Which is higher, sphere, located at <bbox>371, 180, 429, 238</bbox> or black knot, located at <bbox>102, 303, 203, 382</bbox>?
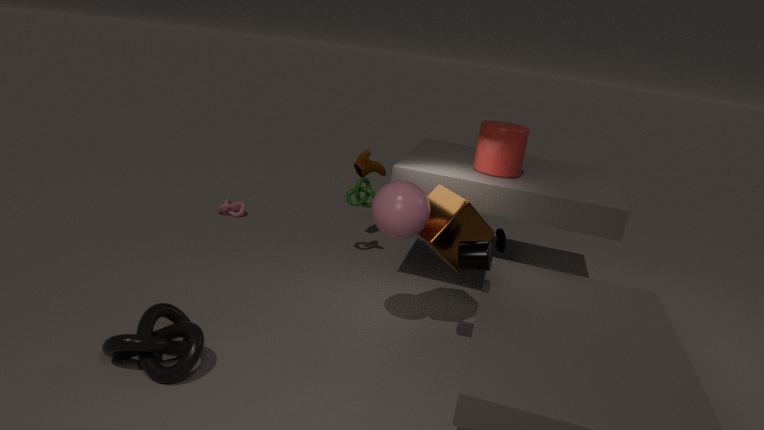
sphere, located at <bbox>371, 180, 429, 238</bbox>
